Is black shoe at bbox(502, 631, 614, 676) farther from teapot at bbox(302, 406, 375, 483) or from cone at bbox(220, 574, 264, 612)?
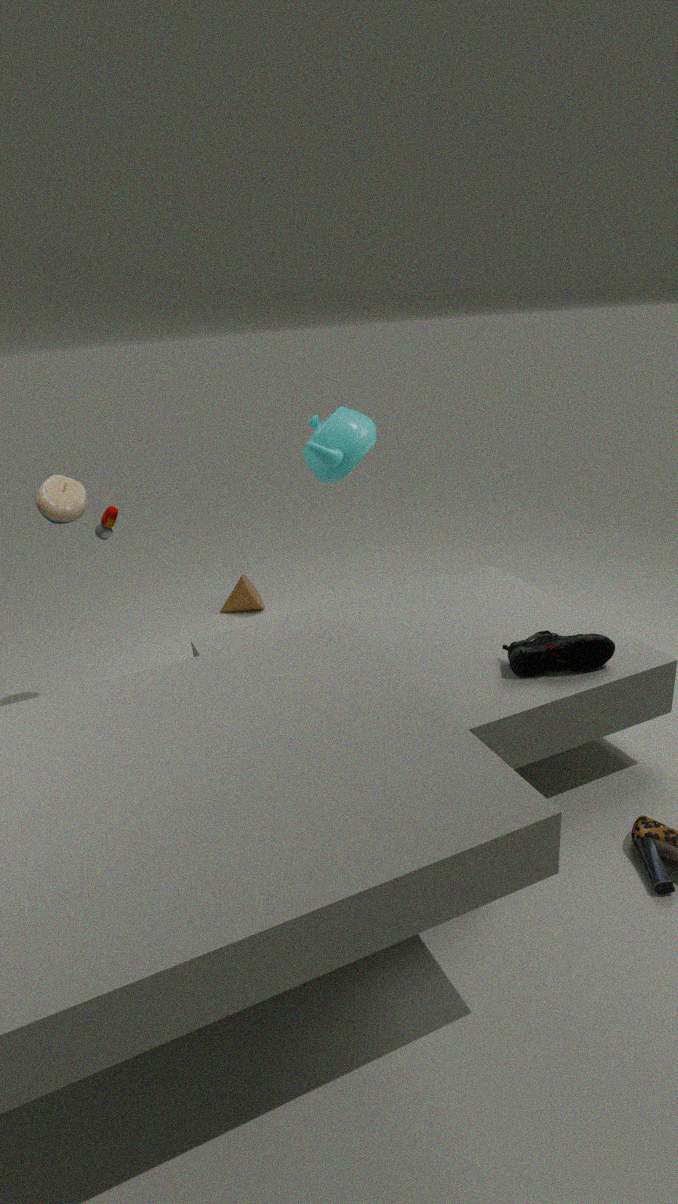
cone at bbox(220, 574, 264, 612)
